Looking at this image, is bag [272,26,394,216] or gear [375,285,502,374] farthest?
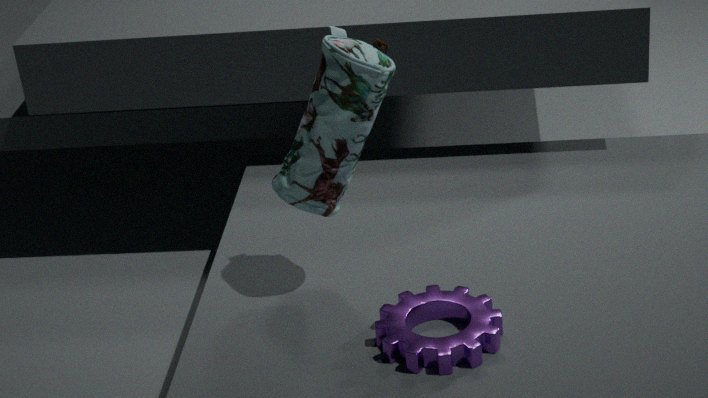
bag [272,26,394,216]
